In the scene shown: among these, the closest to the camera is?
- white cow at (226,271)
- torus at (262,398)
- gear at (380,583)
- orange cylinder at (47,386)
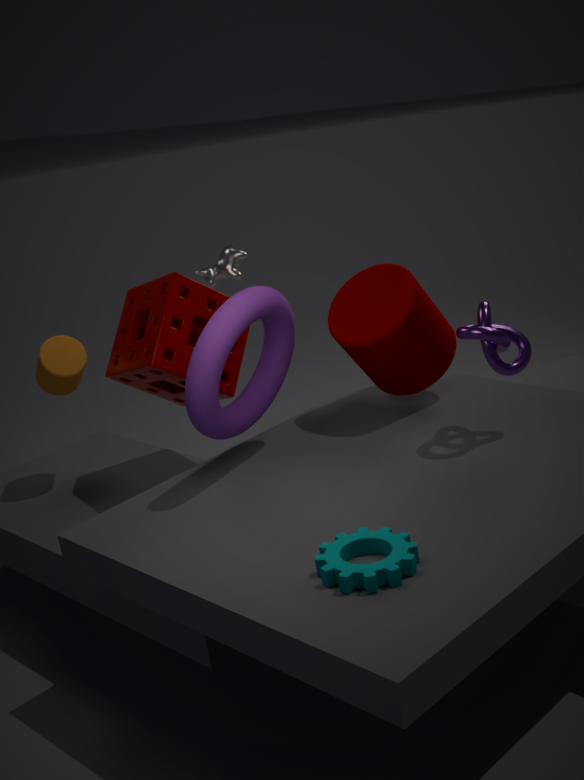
gear at (380,583)
